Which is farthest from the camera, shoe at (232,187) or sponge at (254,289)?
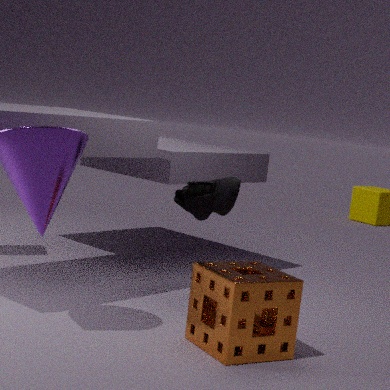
shoe at (232,187)
